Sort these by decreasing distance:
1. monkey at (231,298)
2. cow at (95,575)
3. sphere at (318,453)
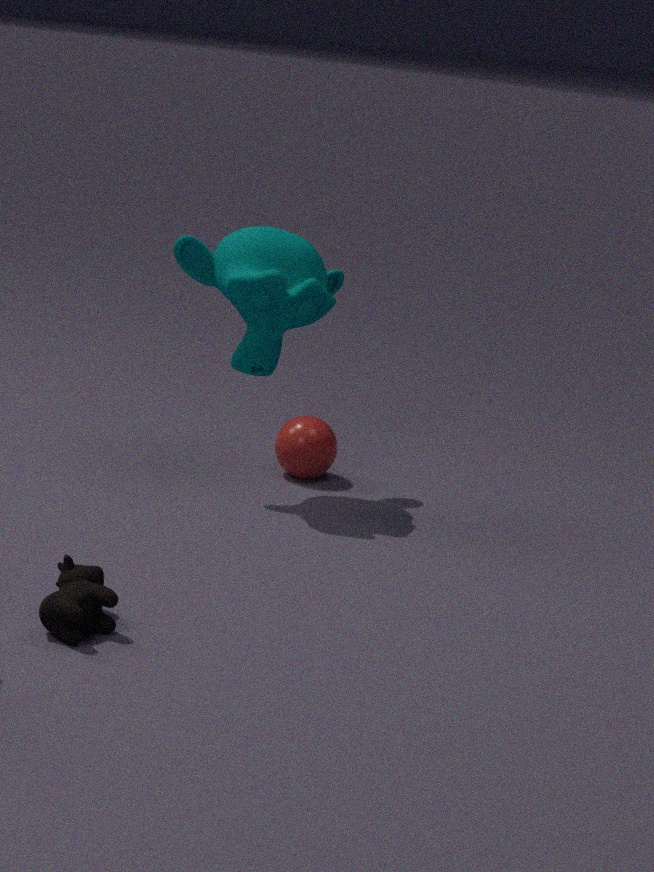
sphere at (318,453) → monkey at (231,298) → cow at (95,575)
